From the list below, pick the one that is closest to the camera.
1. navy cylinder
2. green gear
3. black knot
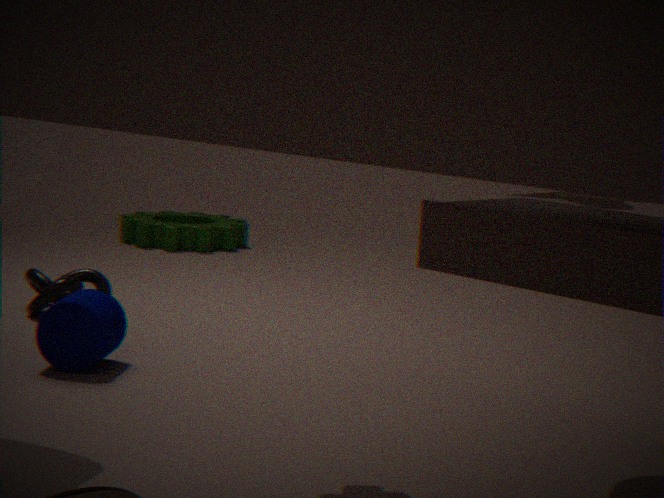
navy cylinder
